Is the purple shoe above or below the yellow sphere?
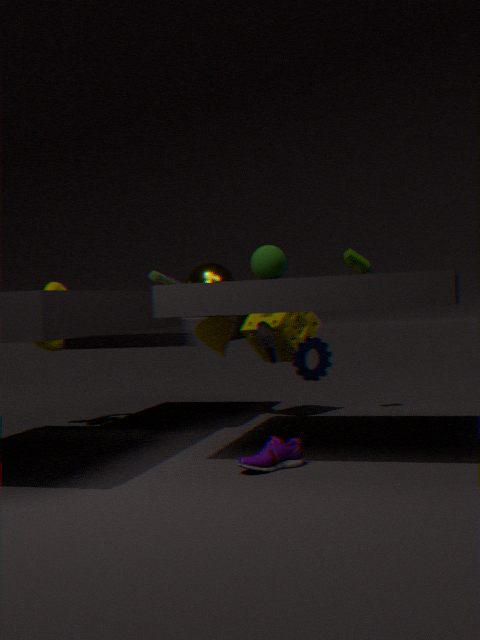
below
